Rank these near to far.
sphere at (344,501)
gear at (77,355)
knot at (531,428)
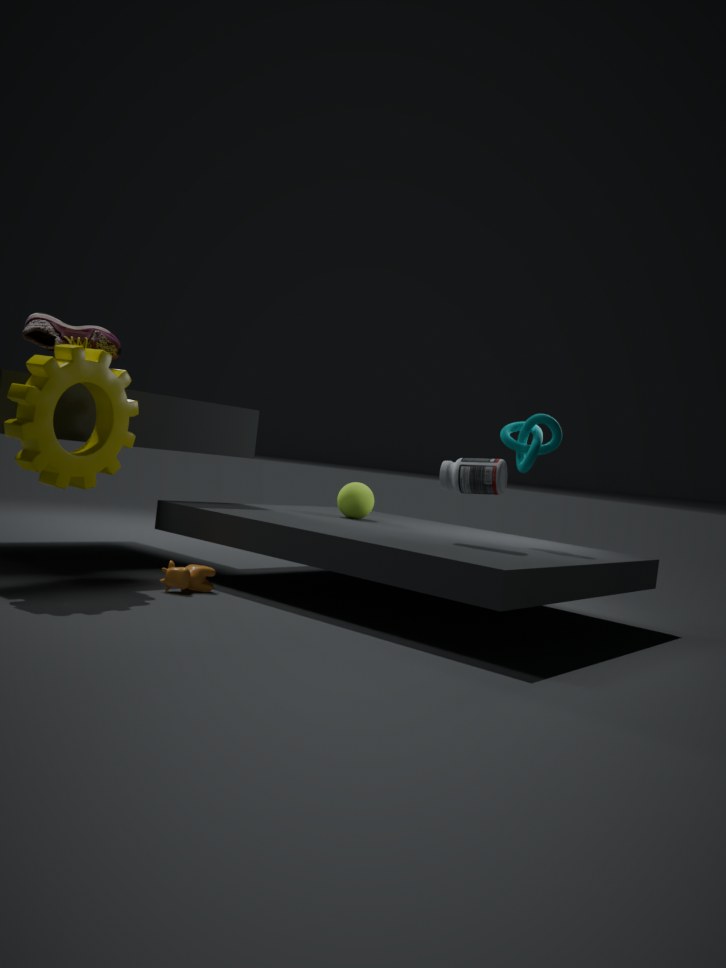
gear at (77,355) → knot at (531,428) → sphere at (344,501)
